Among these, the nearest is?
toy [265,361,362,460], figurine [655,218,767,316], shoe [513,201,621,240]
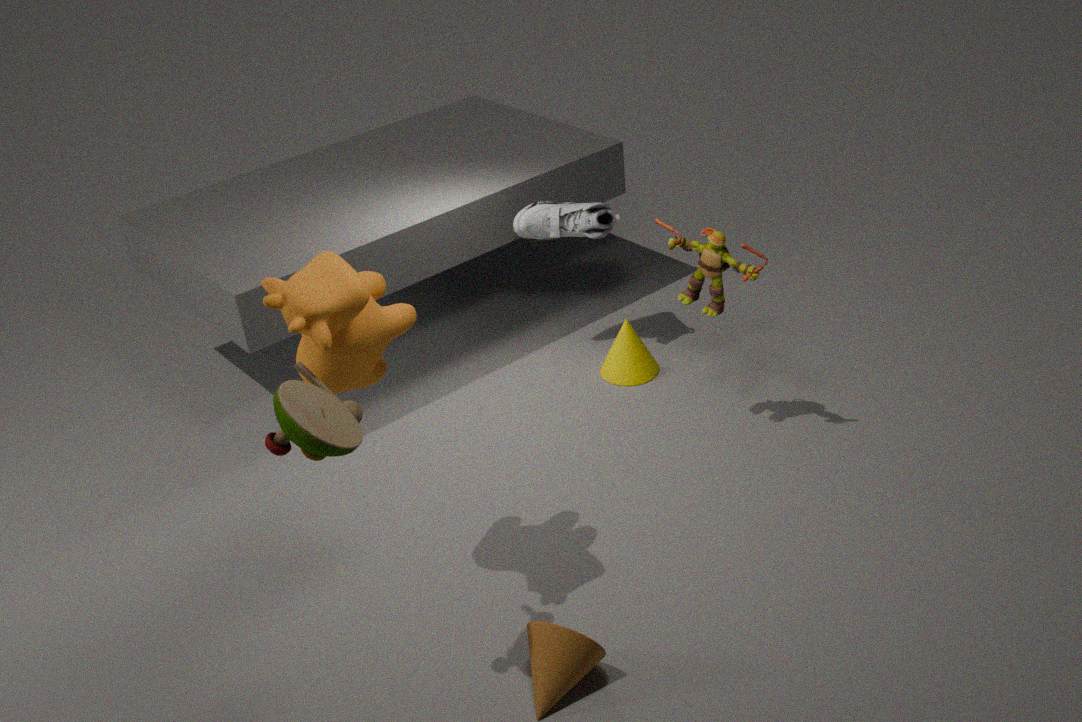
toy [265,361,362,460]
